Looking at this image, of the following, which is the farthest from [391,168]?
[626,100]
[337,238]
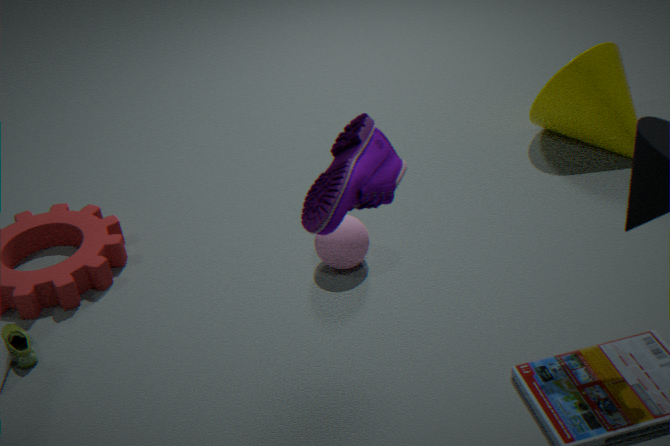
[626,100]
